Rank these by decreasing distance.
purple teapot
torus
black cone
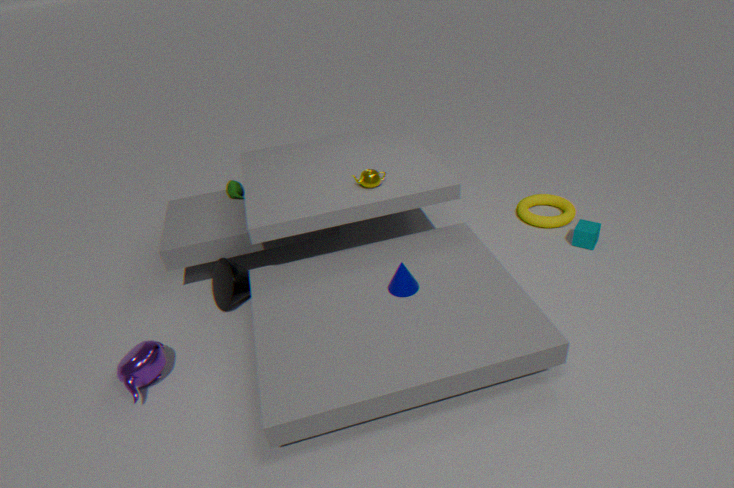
torus < black cone < purple teapot
